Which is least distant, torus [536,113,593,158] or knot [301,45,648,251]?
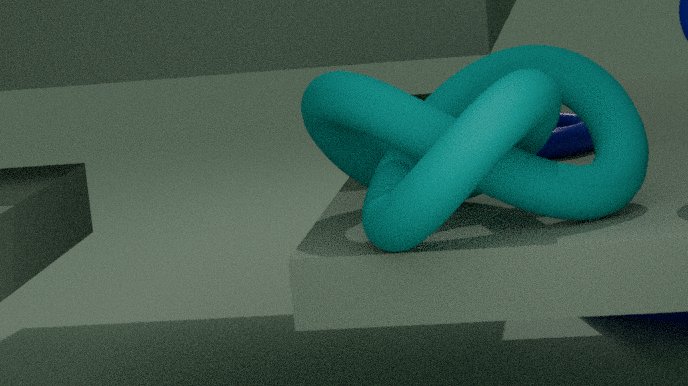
knot [301,45,648,251]
